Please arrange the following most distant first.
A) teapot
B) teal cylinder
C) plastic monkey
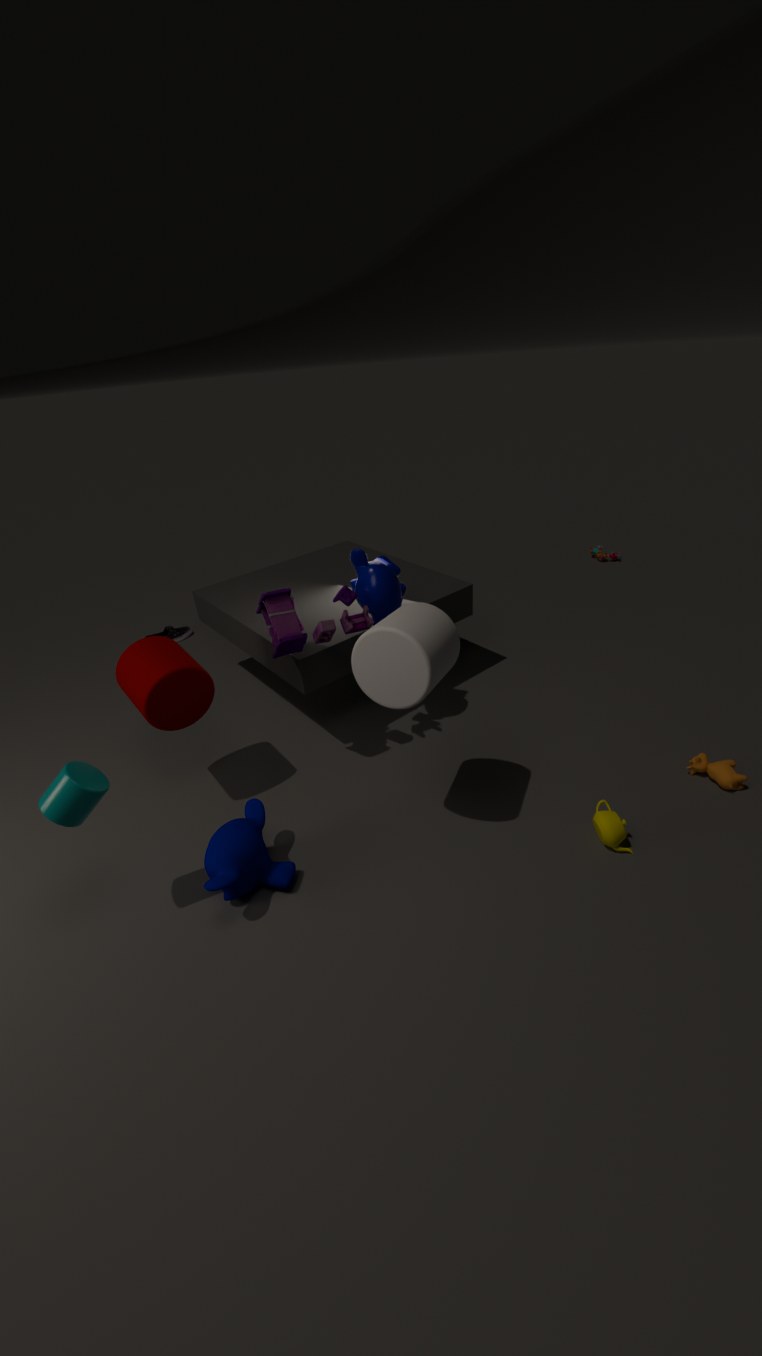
plastic monkey < teapot < teal cylinder
